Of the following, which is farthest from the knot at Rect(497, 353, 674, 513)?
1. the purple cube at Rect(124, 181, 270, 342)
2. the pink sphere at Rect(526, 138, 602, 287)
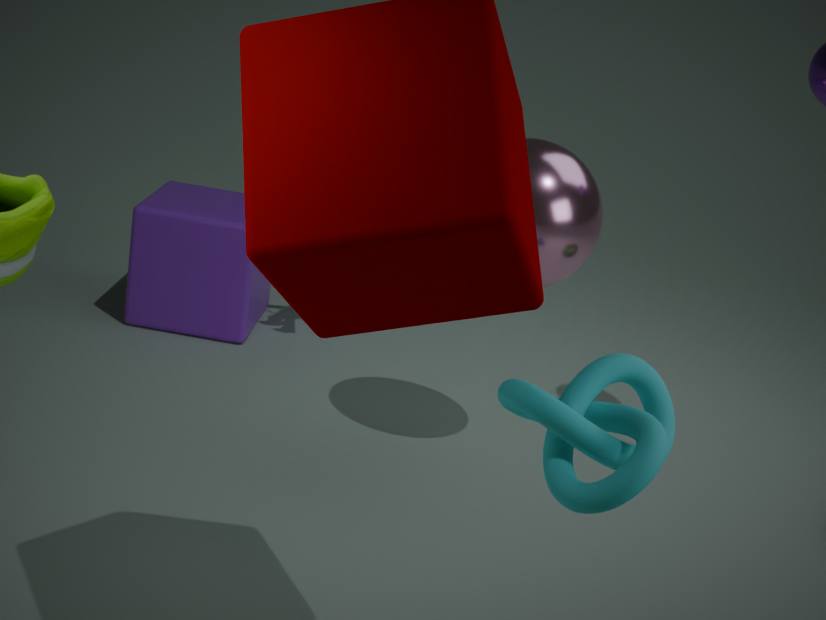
the purple cube at Rect(124, 181, 270, 342)
